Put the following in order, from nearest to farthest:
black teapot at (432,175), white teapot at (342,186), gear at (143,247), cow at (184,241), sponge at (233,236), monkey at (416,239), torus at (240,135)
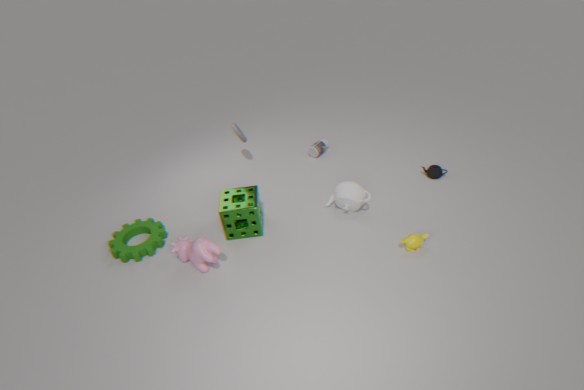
cow at (184,241) → monkey at (416,239) → sponge at (233,236) → gear at (143,247) → white teapot at (342,186) → black teapot at (432,175) → torus at (240,135)
